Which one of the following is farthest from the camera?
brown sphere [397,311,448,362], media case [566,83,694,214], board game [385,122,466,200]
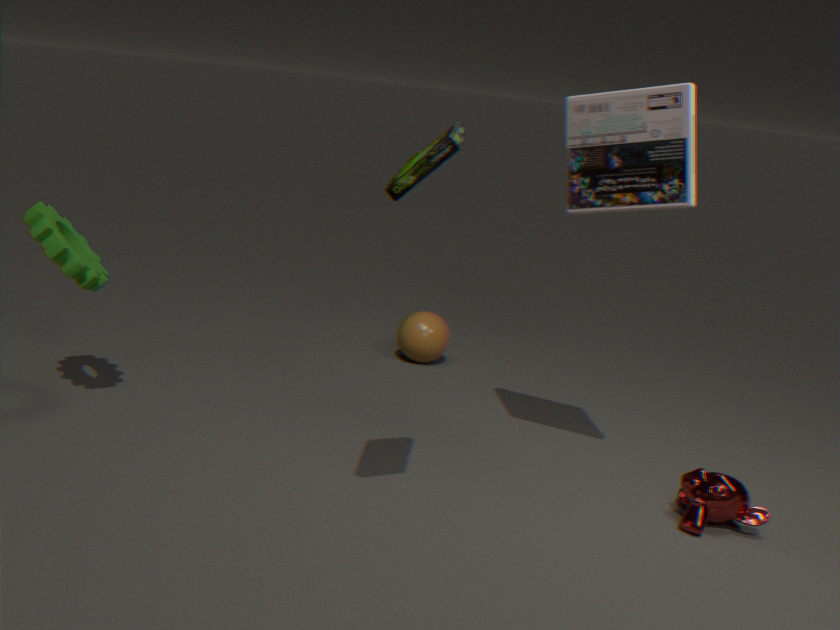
brown sphere [397,311,448,362]
